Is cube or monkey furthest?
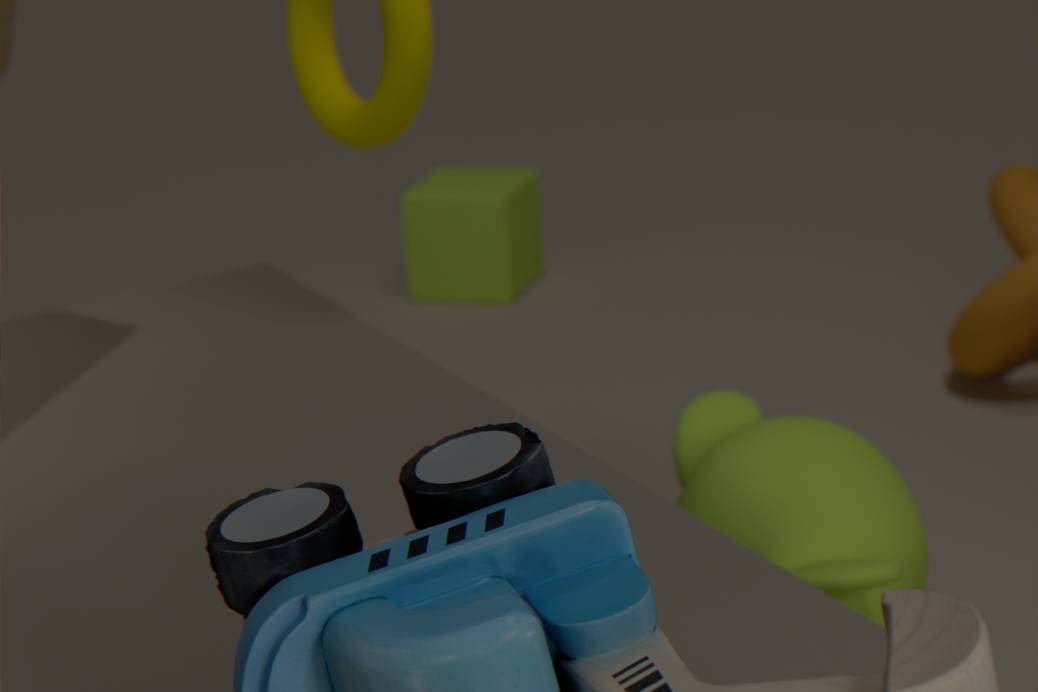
cube
